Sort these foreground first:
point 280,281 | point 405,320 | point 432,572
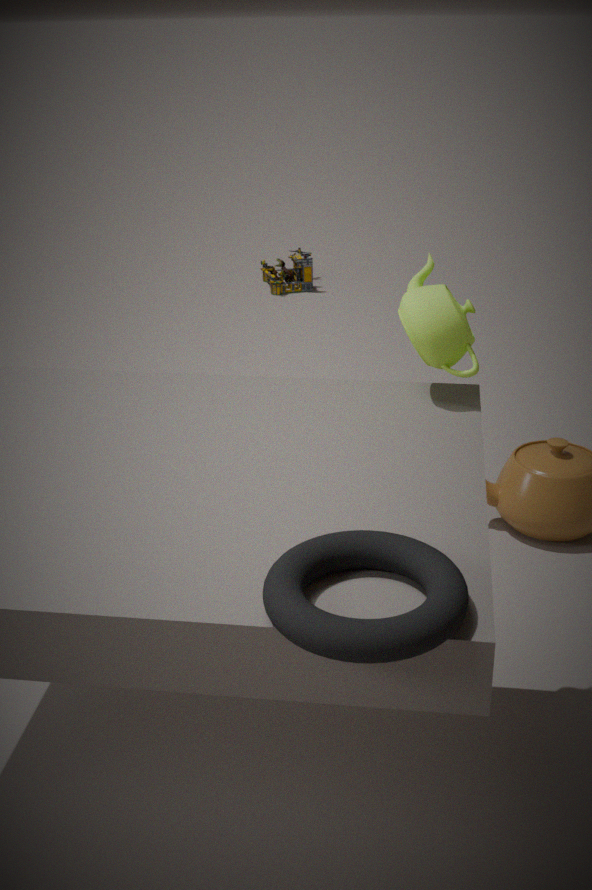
point 432,572 < point 405,320 < point 280,281
